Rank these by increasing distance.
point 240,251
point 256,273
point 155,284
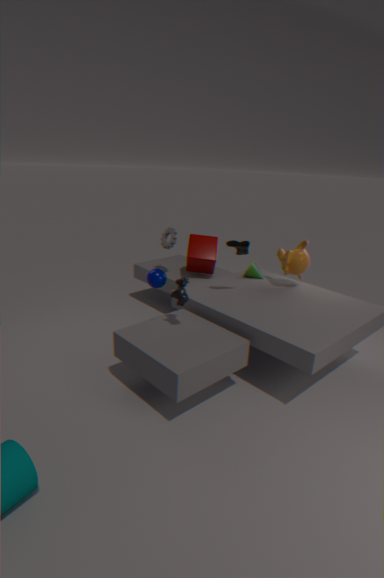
point 155,284 → point 240,251 → point 256,273
